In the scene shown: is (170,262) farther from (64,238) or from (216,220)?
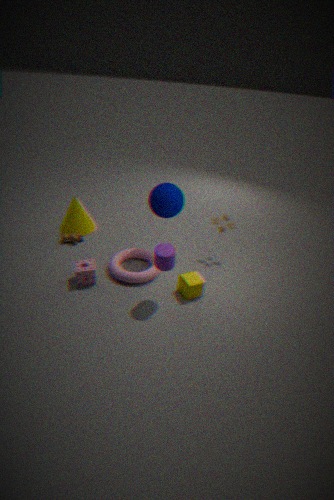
(64,238)
